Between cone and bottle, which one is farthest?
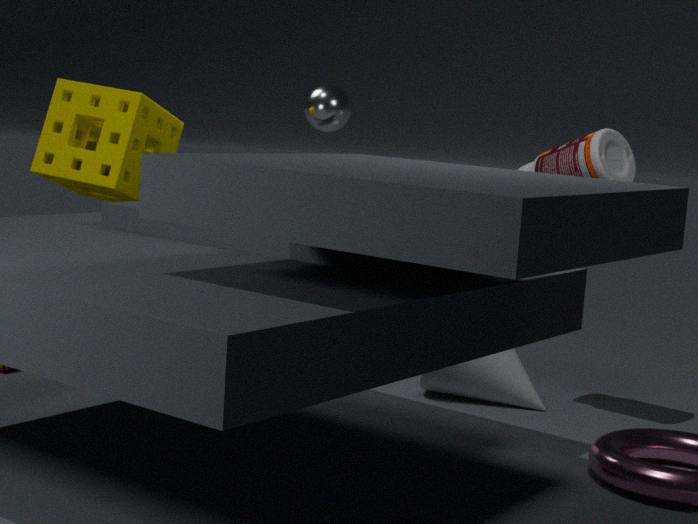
cone
